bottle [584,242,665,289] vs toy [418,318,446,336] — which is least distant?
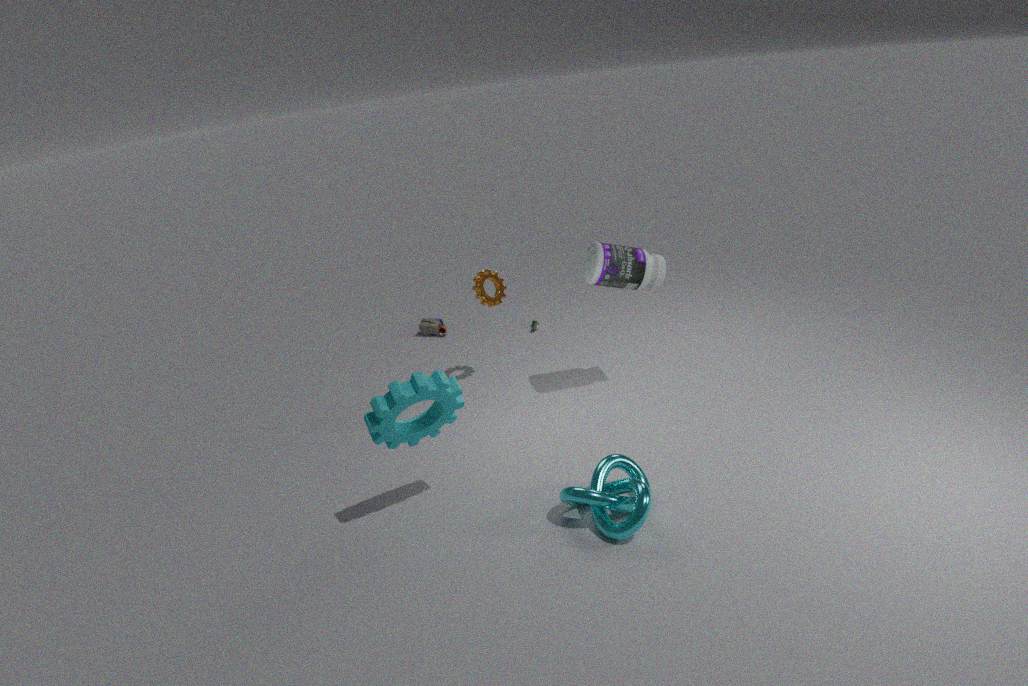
bottle [584,242,665,289]
